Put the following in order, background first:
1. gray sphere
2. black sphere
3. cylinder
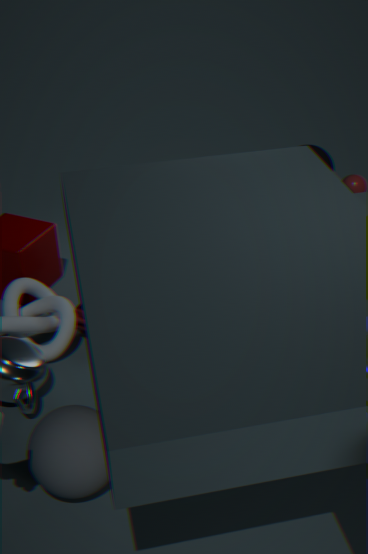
1. black sphere
2. cylinder
3. gray sphere
